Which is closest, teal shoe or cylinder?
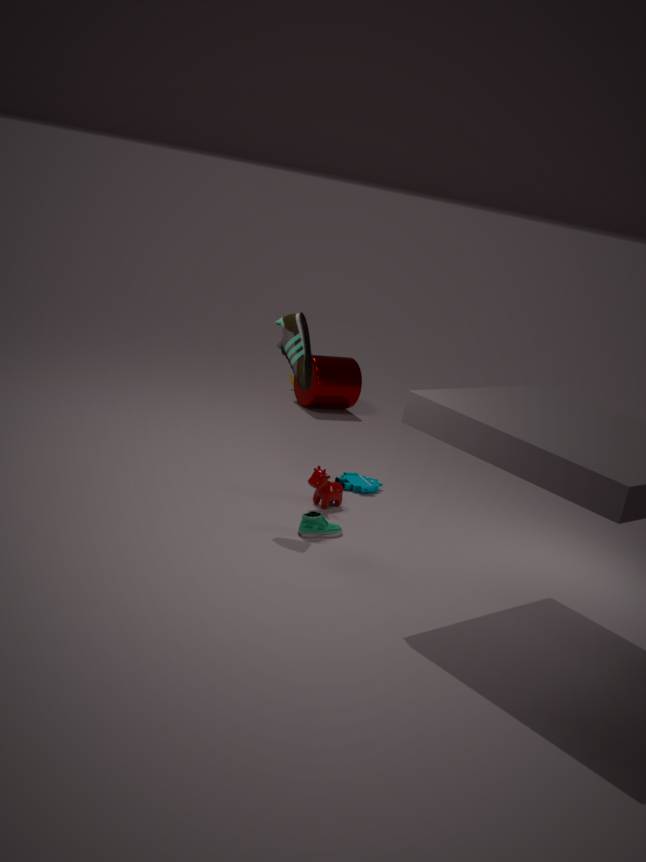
teal shoe
